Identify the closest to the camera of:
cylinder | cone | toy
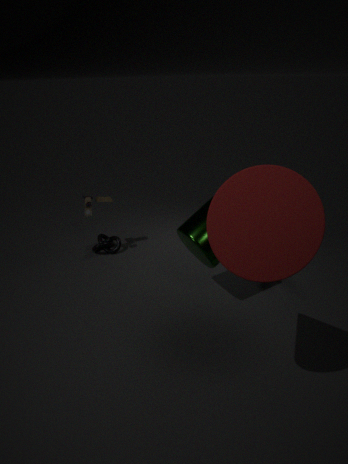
cone
